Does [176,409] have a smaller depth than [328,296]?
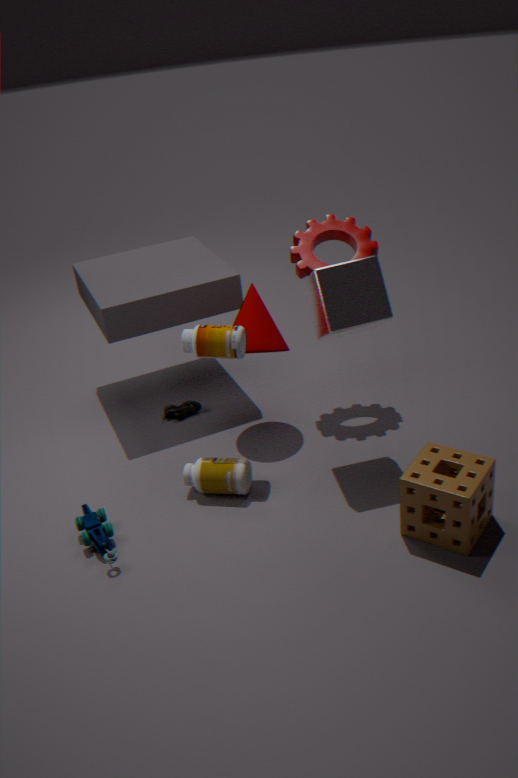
No
